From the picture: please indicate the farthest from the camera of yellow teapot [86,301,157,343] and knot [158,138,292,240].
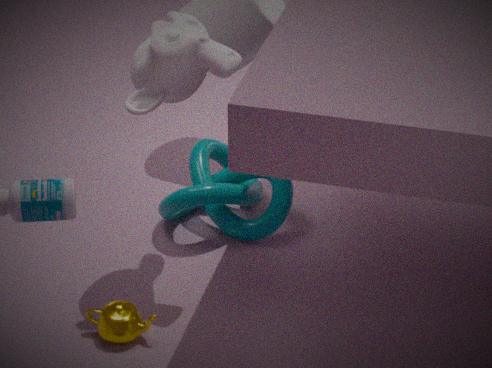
knot [158,138,292,240]
